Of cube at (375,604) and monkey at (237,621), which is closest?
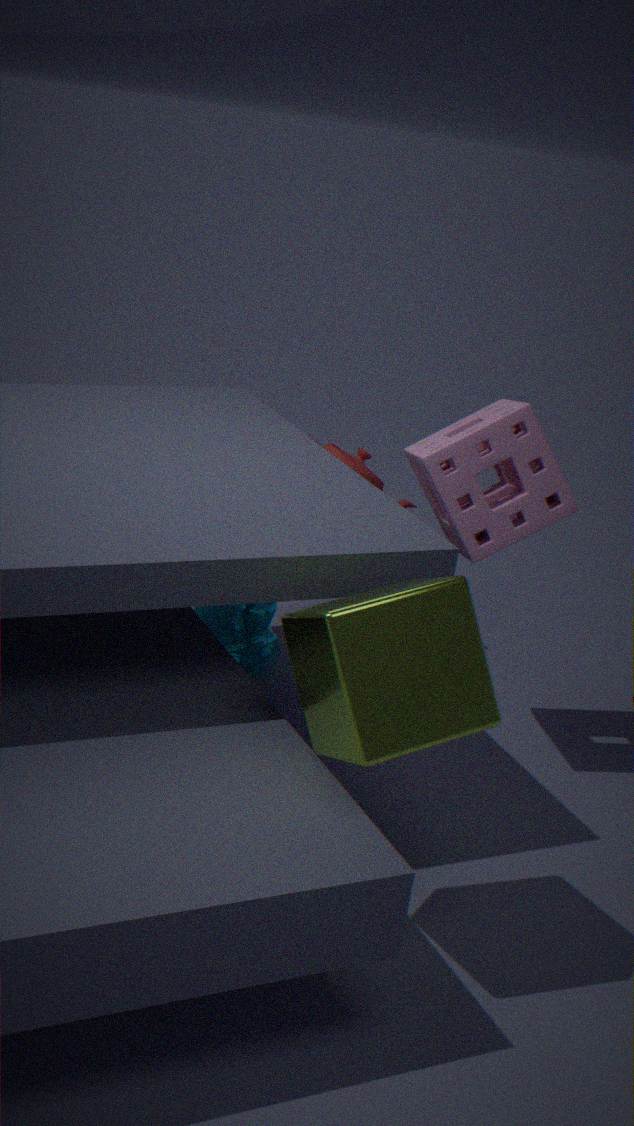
cube at (375,604)
